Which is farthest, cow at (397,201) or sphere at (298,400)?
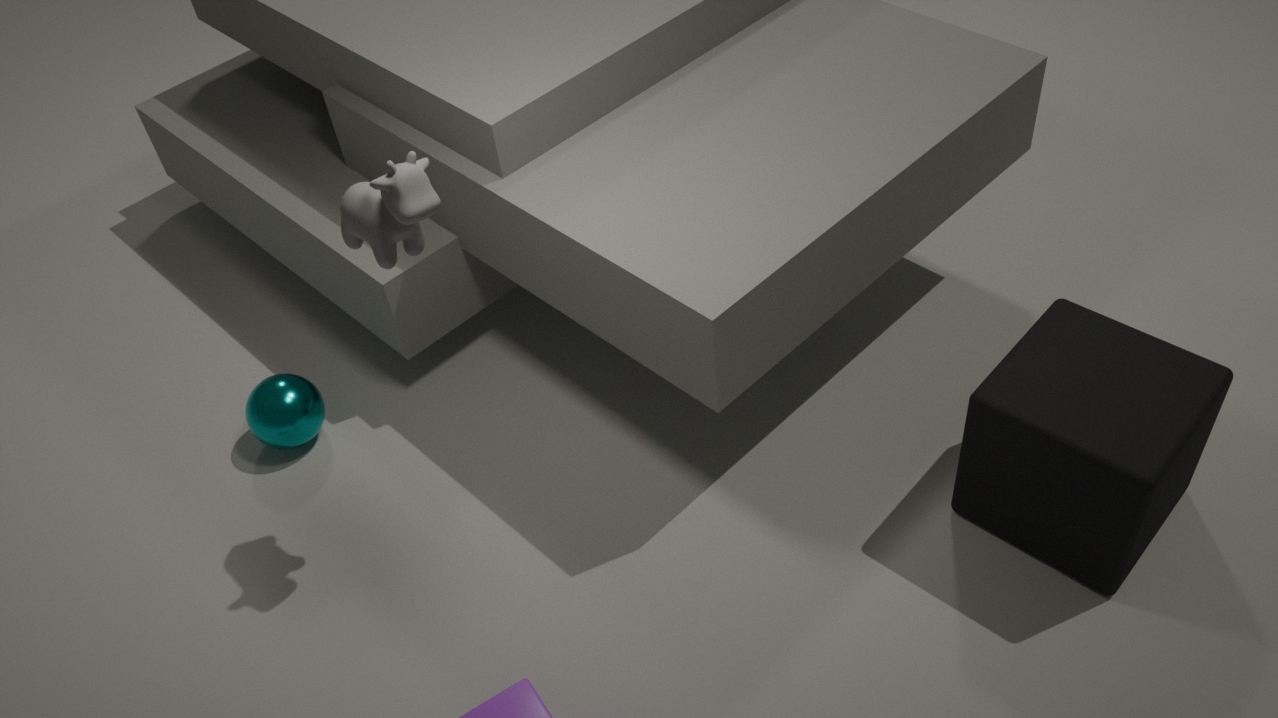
sphere at (298,400)
